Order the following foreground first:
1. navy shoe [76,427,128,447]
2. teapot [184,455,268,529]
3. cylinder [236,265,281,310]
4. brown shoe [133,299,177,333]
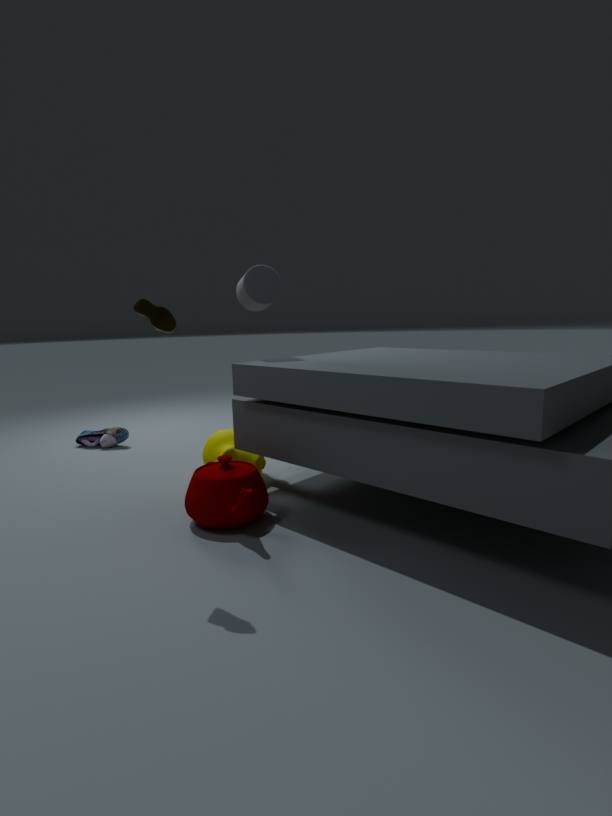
1. brown shoe [133,299,177,333]
2. teapot [184,455,268,529]
3. cylinder [236,265,281,310]
4. navy shoe [76,427,128,447]
